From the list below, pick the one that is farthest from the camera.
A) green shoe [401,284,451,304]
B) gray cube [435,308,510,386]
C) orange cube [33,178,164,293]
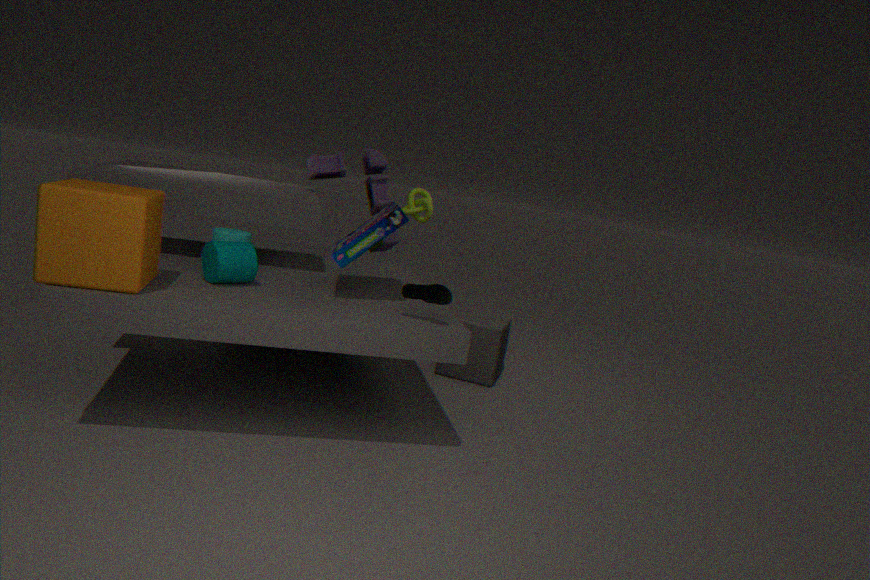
gray cube [435,308,510,386]
